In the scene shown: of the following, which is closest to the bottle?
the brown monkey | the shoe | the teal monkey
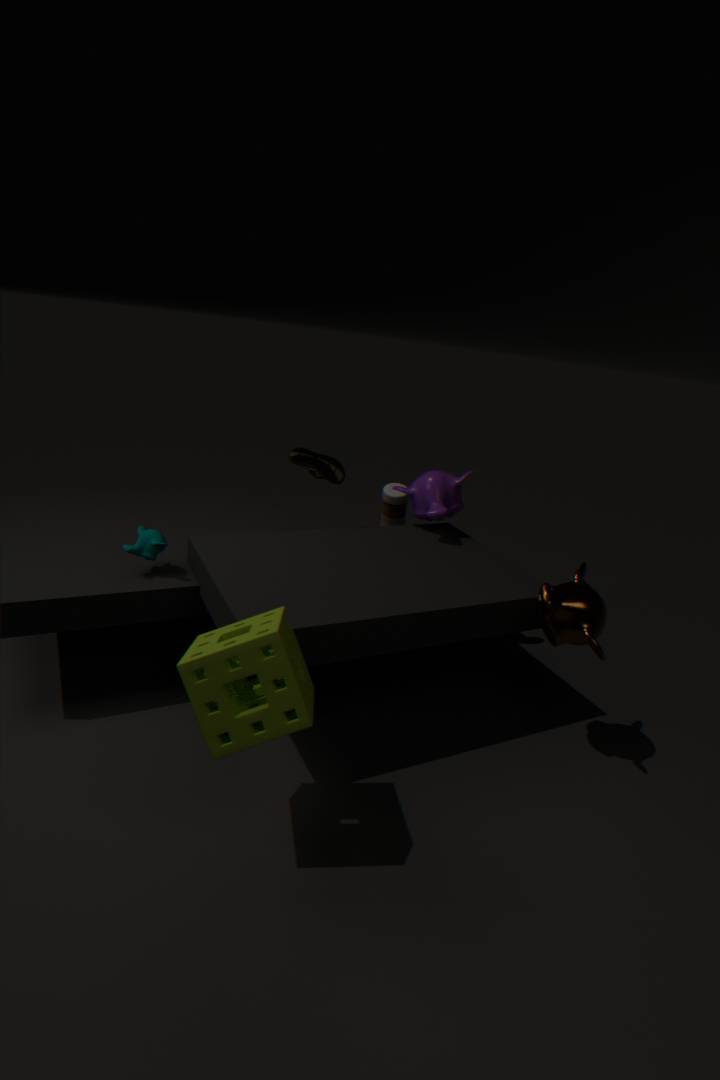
the shoe
